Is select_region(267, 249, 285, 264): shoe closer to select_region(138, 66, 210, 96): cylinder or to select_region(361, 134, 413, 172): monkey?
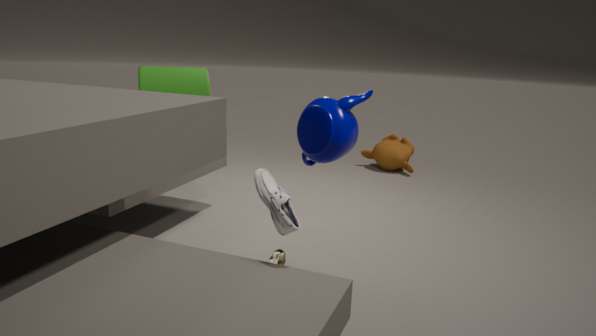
select_region(138, 66, 210, 96): cylinder
